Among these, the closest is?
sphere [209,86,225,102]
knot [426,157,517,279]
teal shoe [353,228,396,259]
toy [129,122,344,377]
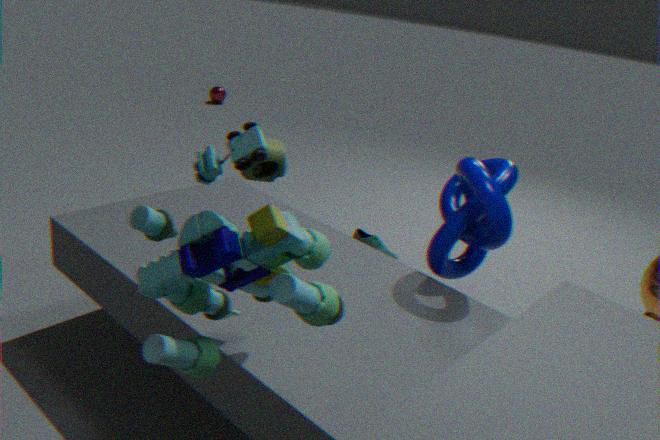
toy [129,122,344,377]
